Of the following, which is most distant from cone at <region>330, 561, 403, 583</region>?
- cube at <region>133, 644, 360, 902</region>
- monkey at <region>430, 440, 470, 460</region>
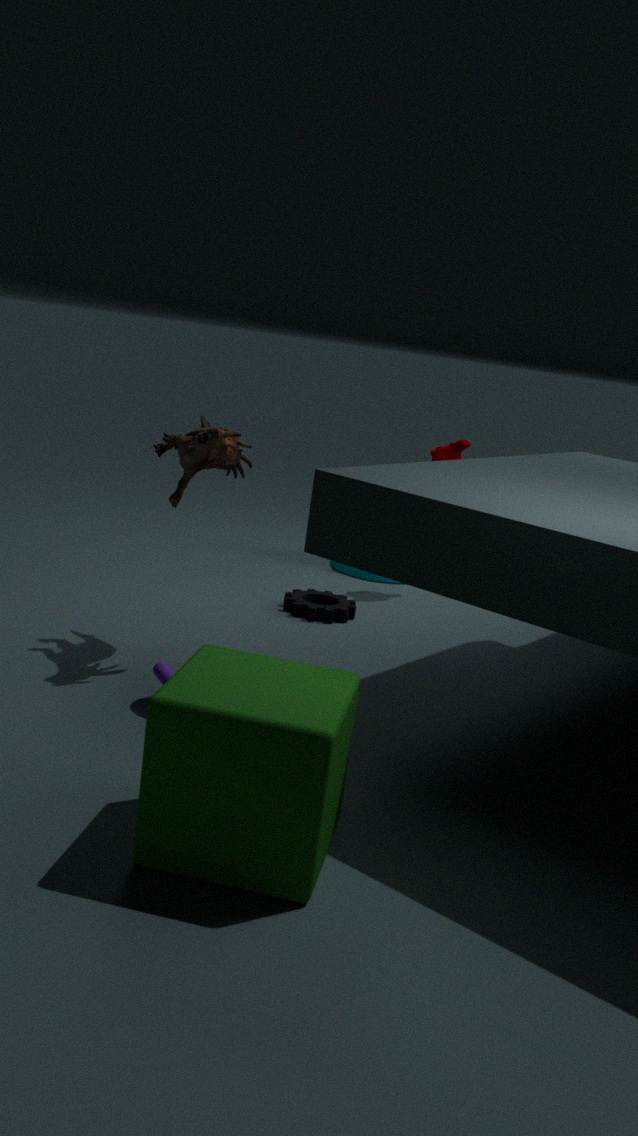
cube at <region>133, 644, 360, 902</region>
